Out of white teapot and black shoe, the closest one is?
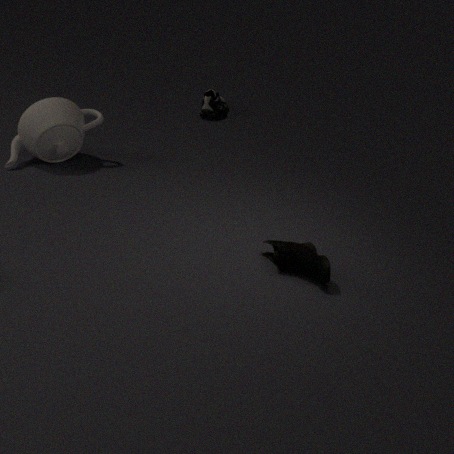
white teapot
